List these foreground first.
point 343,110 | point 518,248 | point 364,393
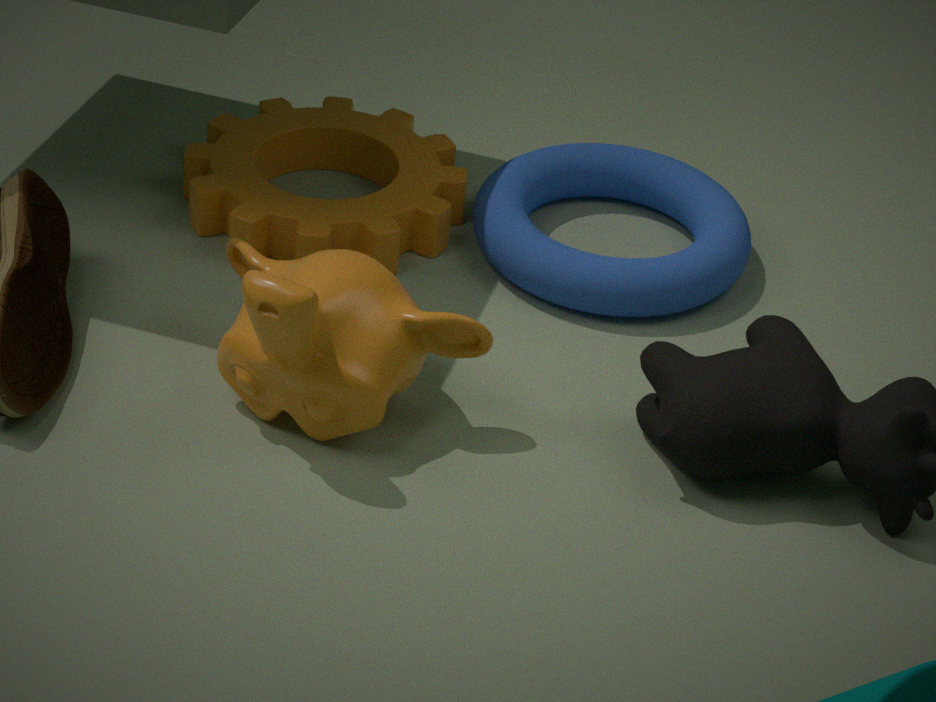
point 364,393
point 518,248
point 343,110
